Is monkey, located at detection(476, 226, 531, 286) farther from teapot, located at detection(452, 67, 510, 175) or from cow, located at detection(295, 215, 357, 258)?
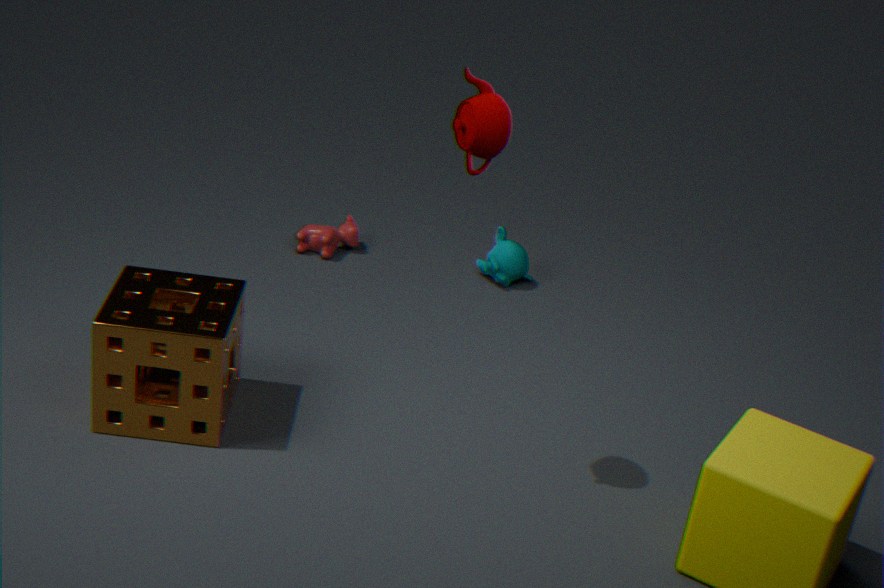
teapot, located at detection(452, 67, 510, 175)
